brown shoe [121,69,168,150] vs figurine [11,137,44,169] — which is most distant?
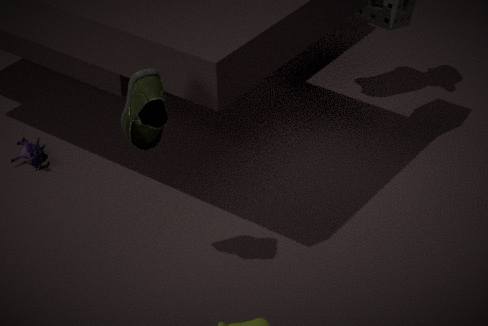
figurine [11,137,44,169]
